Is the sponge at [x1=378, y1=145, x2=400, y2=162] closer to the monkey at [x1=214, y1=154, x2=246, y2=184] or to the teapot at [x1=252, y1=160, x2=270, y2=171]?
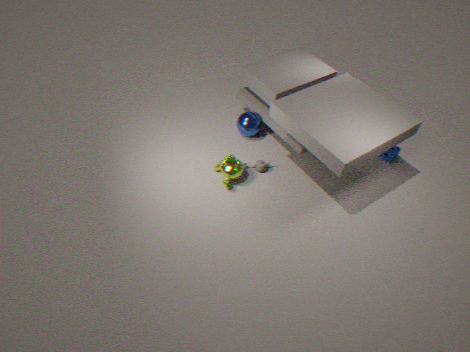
the teapot at [x1=252, y1=160, x2=270, y2=171]
